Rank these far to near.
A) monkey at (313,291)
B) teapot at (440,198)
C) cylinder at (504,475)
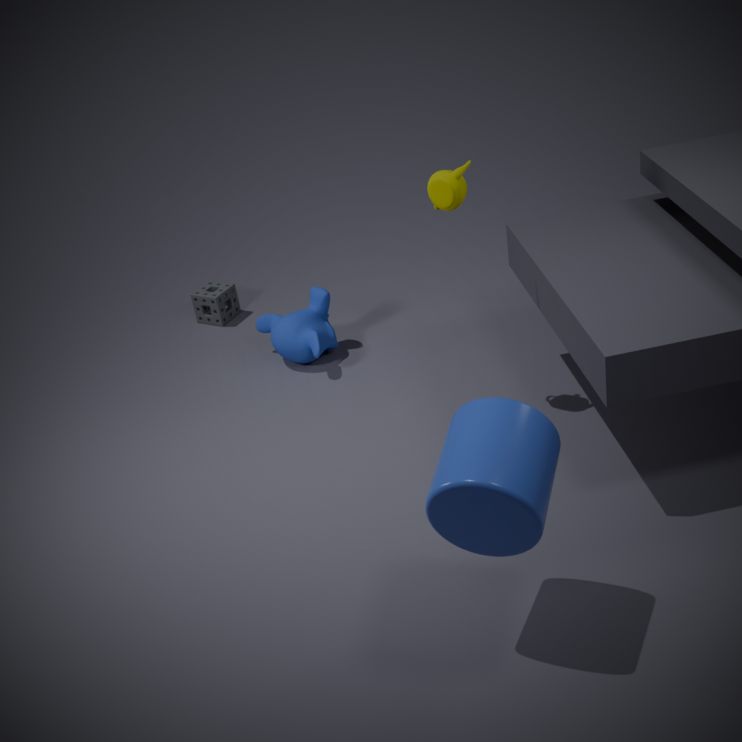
monkey at (313,291) → teapot at (440,198) → cylinder at (504,475)
